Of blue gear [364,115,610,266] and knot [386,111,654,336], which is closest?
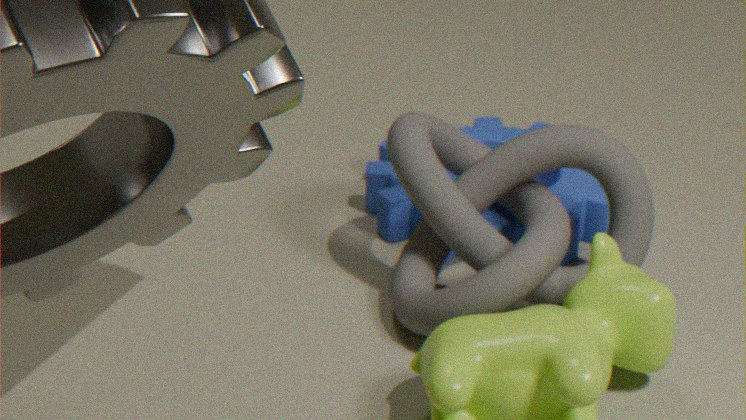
knot [386,111,654,336]
